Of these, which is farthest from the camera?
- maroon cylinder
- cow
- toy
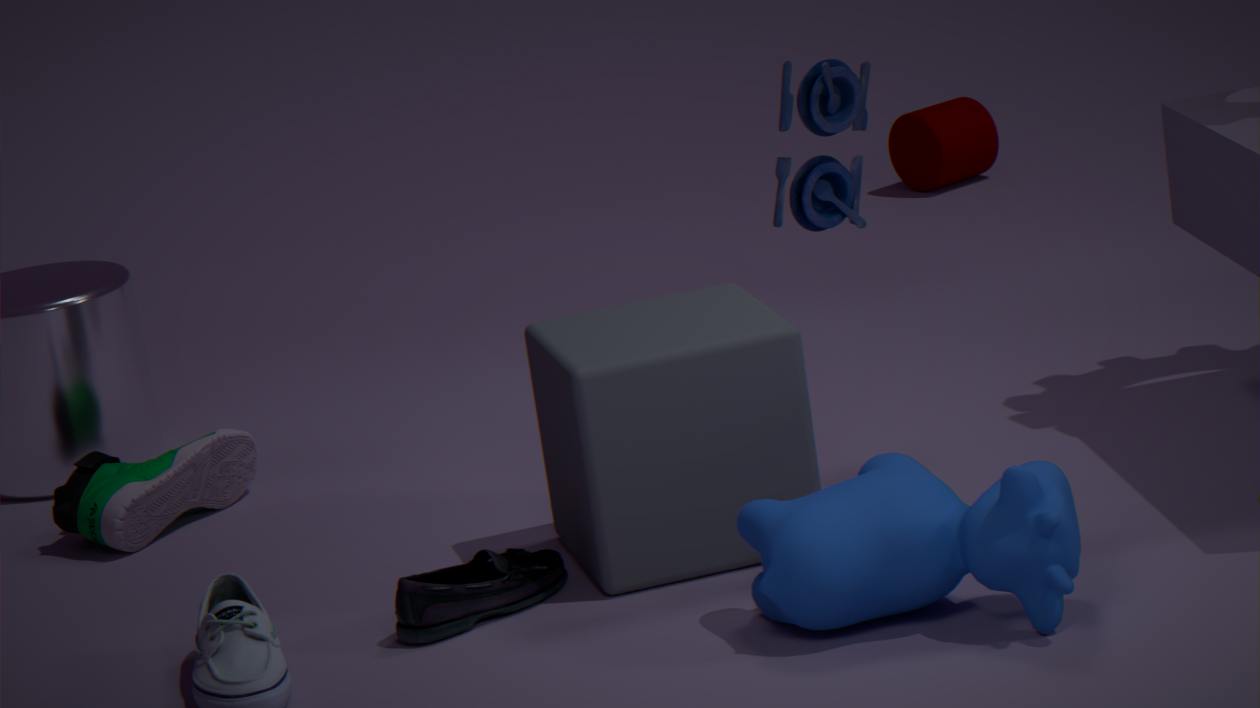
maroon cylinder
